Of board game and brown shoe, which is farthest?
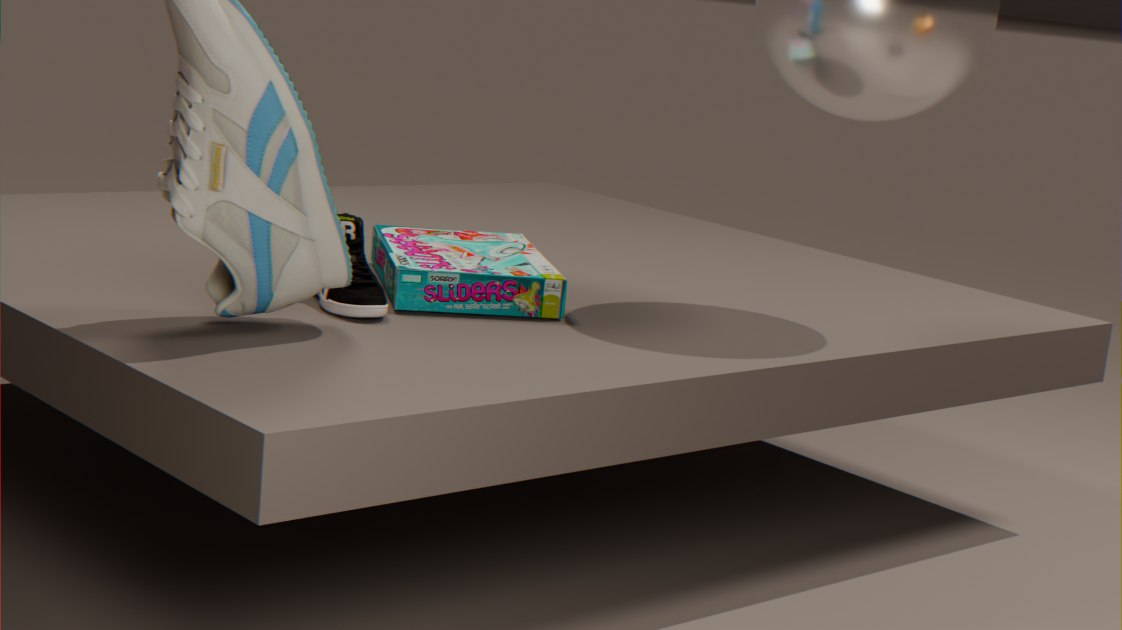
board game
